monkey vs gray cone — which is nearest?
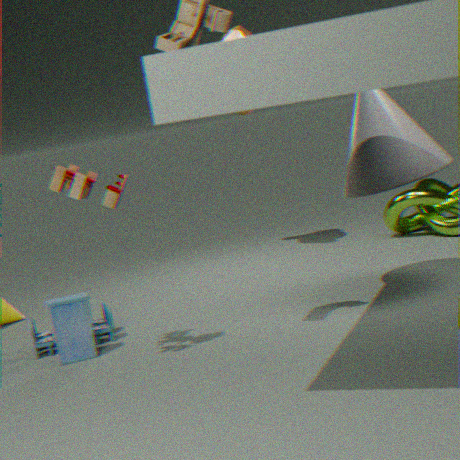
gray cone
